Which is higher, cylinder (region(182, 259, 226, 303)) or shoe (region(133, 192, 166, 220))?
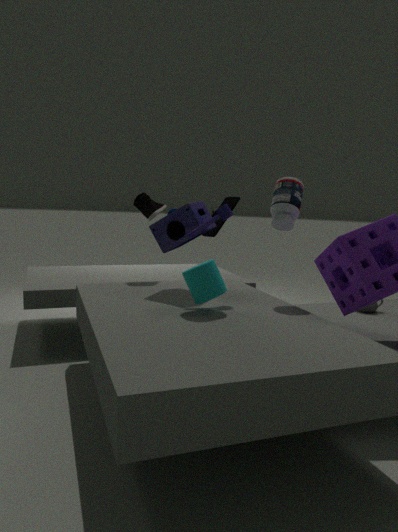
shoe (region(133, 192, 166, 220))
